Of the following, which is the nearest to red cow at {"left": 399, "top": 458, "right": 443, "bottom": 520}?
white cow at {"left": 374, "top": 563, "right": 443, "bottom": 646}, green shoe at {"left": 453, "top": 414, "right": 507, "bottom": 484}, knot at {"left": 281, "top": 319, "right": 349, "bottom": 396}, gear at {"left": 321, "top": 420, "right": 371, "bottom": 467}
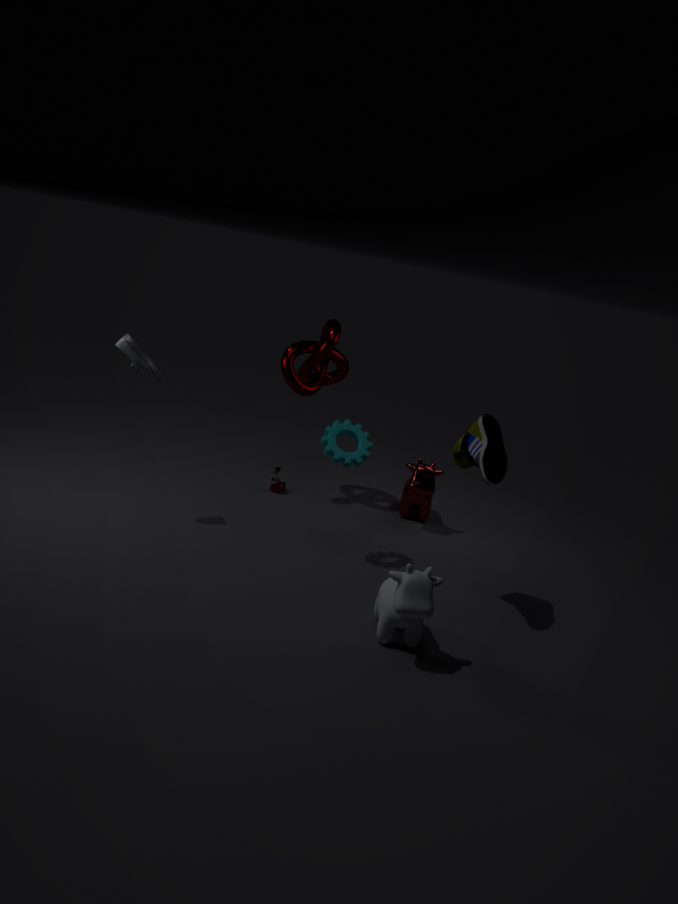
gear at {"left": 321, "top": 420, "right": 371, "bottom": 467}
